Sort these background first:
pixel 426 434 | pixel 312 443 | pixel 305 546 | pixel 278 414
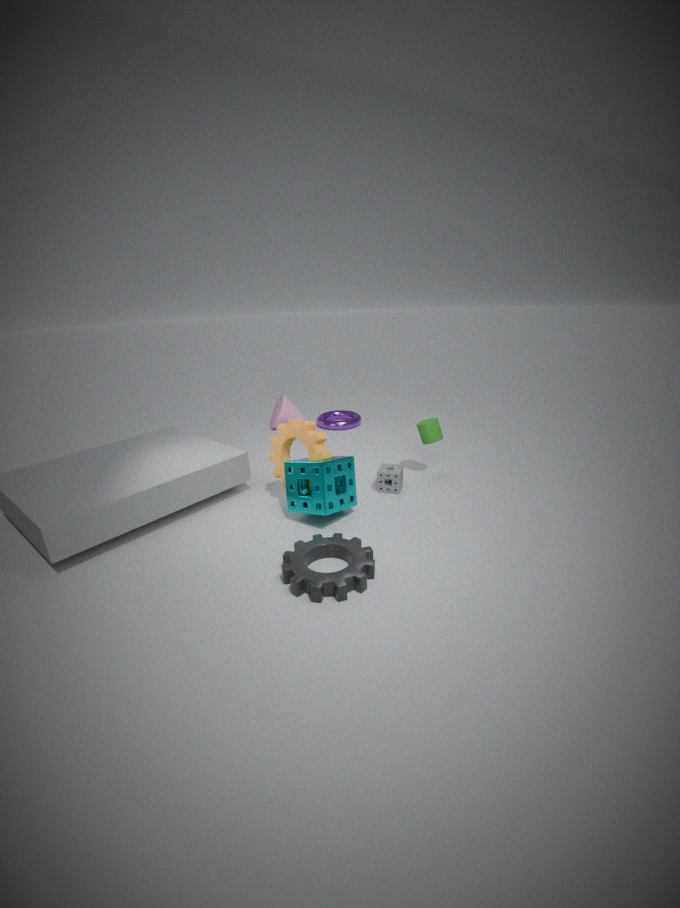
pixel 278 414, pixel 426 434, pixel 312 443, pixel 305 546
